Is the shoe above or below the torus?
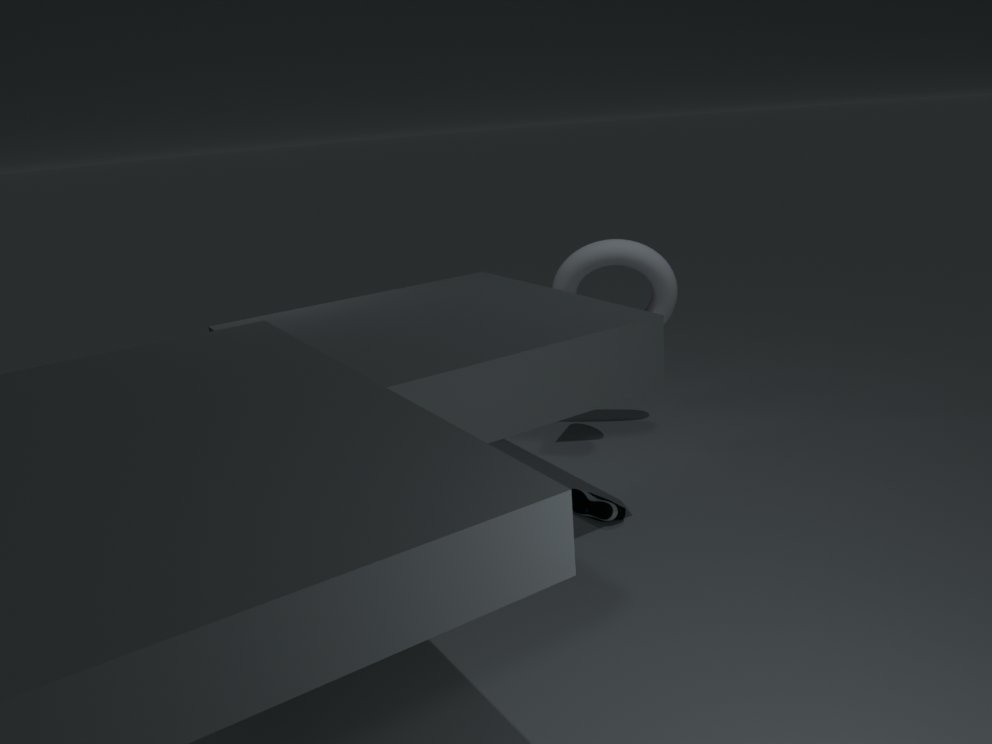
below
